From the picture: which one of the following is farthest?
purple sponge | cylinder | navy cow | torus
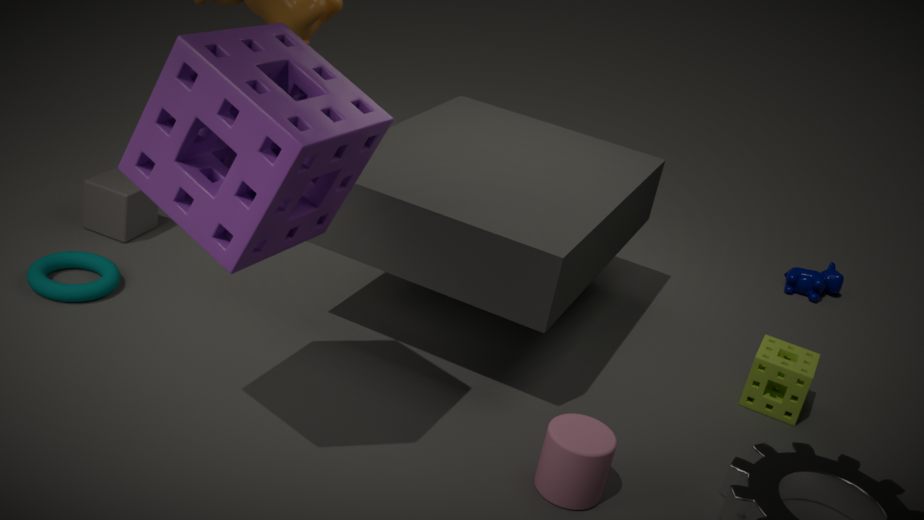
navy cow
